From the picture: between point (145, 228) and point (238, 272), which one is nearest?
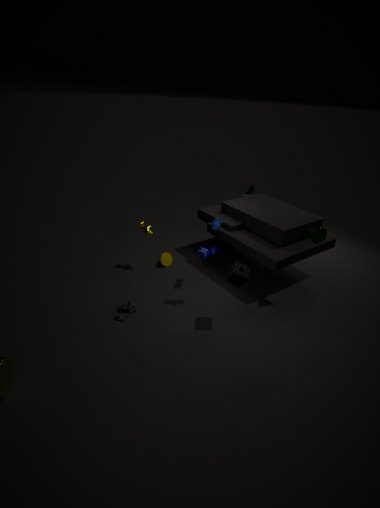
point (238, 272)
